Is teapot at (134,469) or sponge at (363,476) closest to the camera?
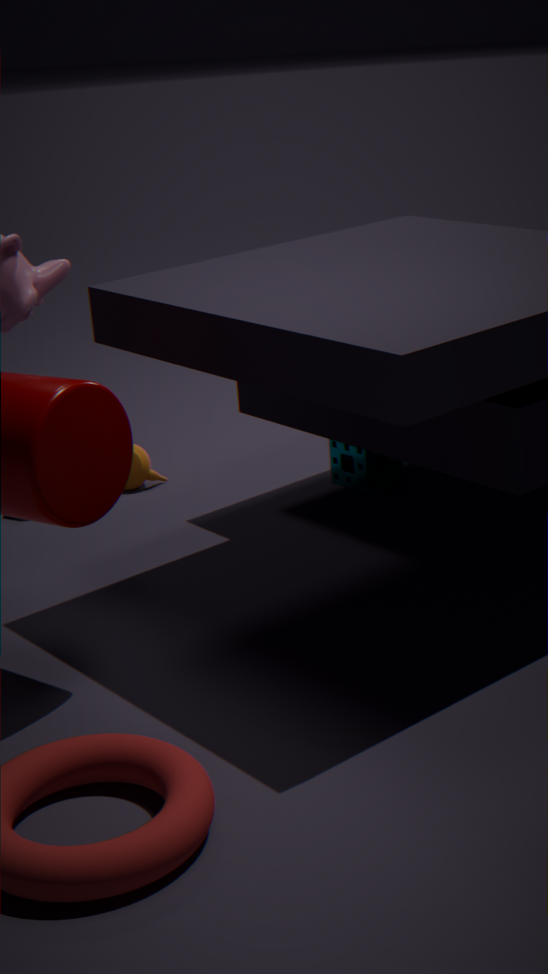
sponge at (363,476)
